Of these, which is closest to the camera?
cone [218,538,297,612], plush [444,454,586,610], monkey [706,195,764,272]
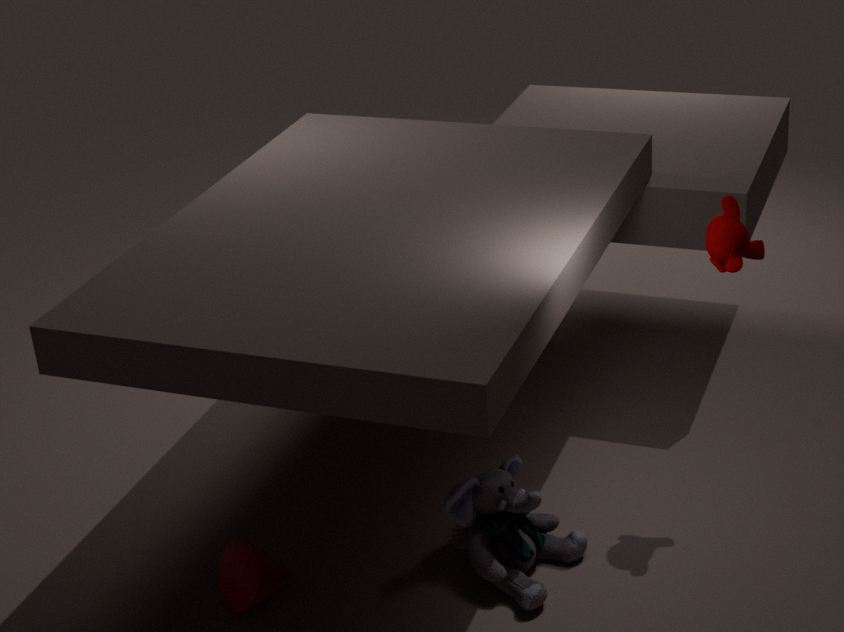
plush [444,454,586,610]
